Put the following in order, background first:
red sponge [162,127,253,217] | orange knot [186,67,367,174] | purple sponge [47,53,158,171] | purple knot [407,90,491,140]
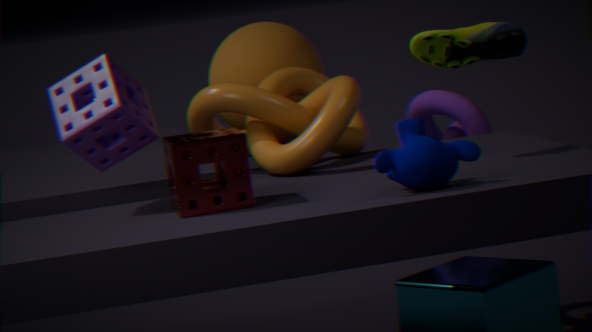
purple knot [407,90,491,140], orange knot [186,67,367,174], purple sponge [47,53,158,171], red sponge [162,127,253,217]
